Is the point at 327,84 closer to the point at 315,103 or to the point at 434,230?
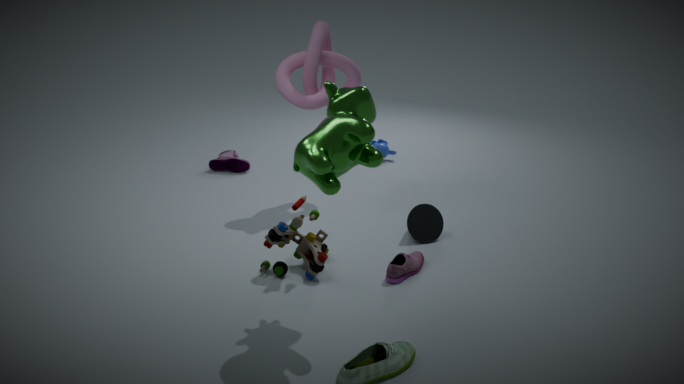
the point at 434,230
